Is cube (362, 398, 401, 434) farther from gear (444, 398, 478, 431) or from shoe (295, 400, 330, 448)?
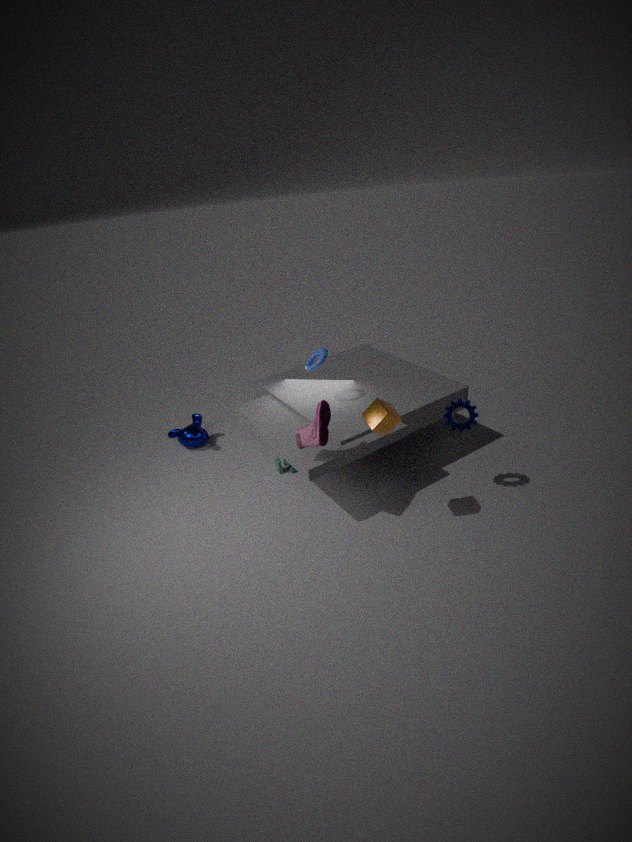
gear (444, 398, 478, 431)
